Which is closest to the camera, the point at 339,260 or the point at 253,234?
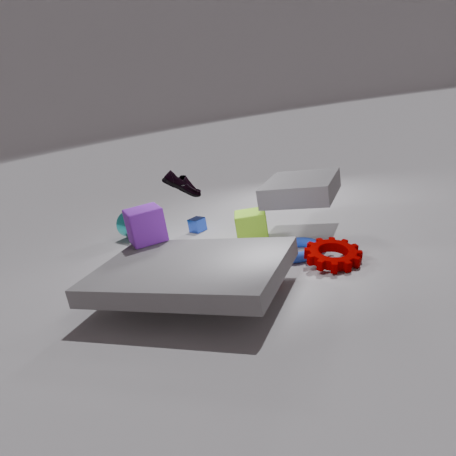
the point at 339,260
